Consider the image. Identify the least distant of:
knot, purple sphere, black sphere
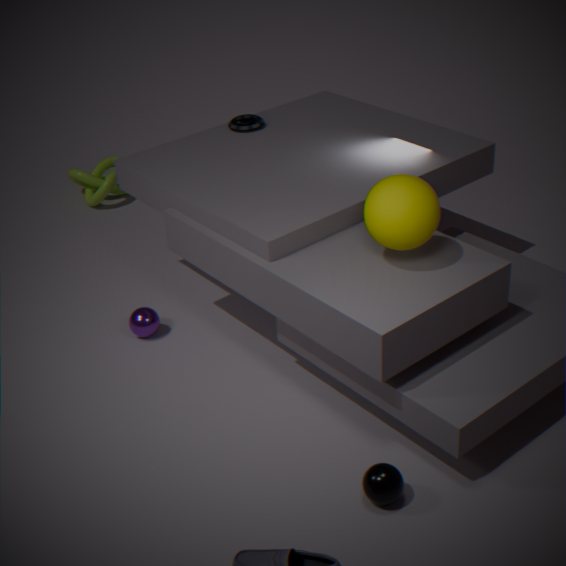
black sphere
